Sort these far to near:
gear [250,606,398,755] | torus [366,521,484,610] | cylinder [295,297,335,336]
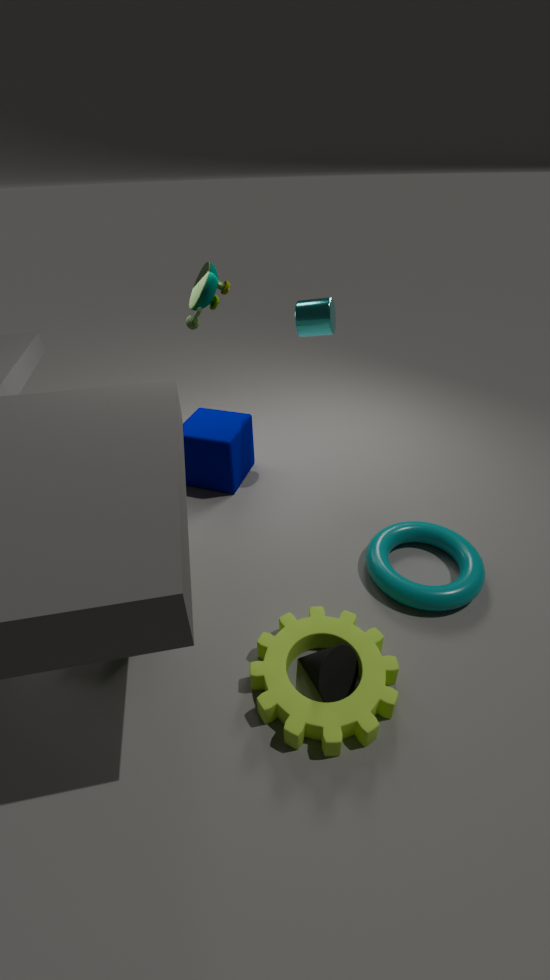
cylinder [295,297,335,336], torus [366,521,484,610], gear [250,606,398,755]
